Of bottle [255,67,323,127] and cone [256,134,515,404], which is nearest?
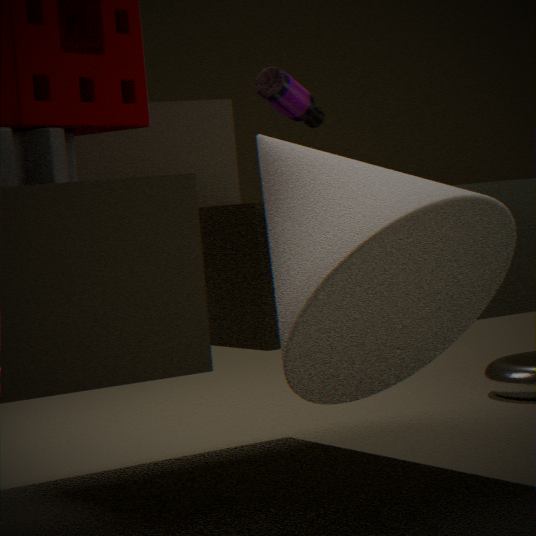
cone [256,134,515,404]
